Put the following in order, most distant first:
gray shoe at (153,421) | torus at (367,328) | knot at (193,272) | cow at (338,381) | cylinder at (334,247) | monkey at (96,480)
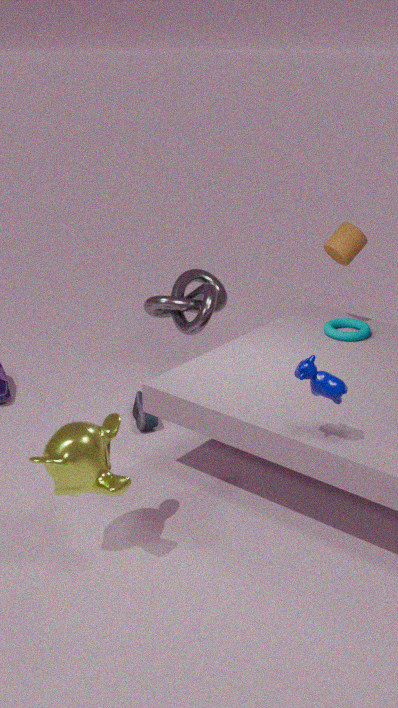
knot at (193,272)
gray shoe at (153,421)
torus at (367,328)
cylinder at (334,247)
monkey at (96,480)
cow at (338,381)
